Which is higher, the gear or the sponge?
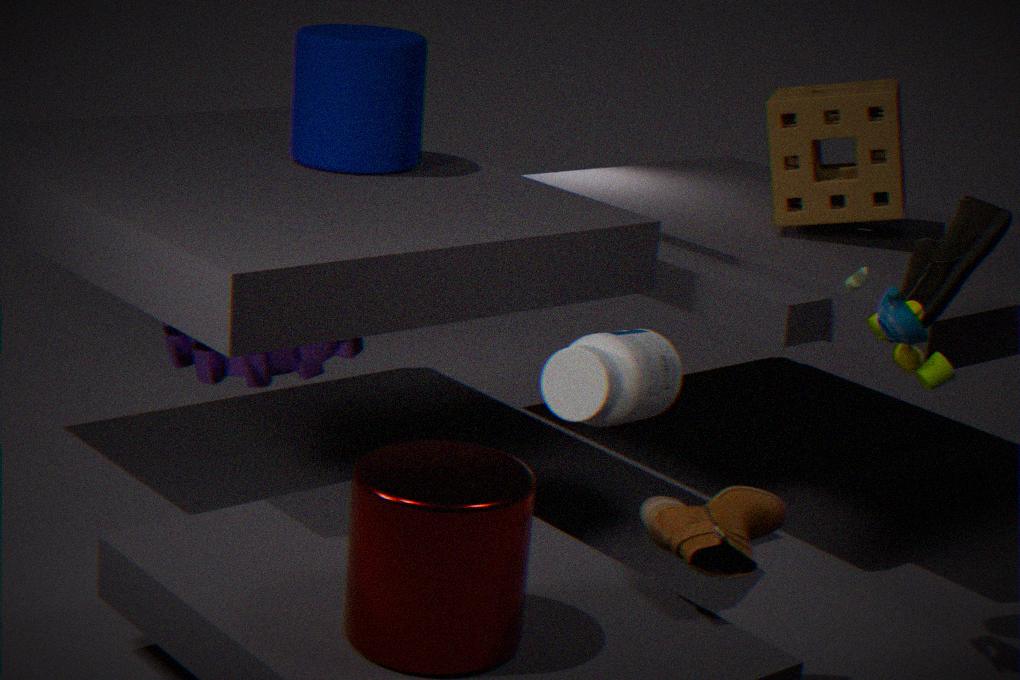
the sponge
